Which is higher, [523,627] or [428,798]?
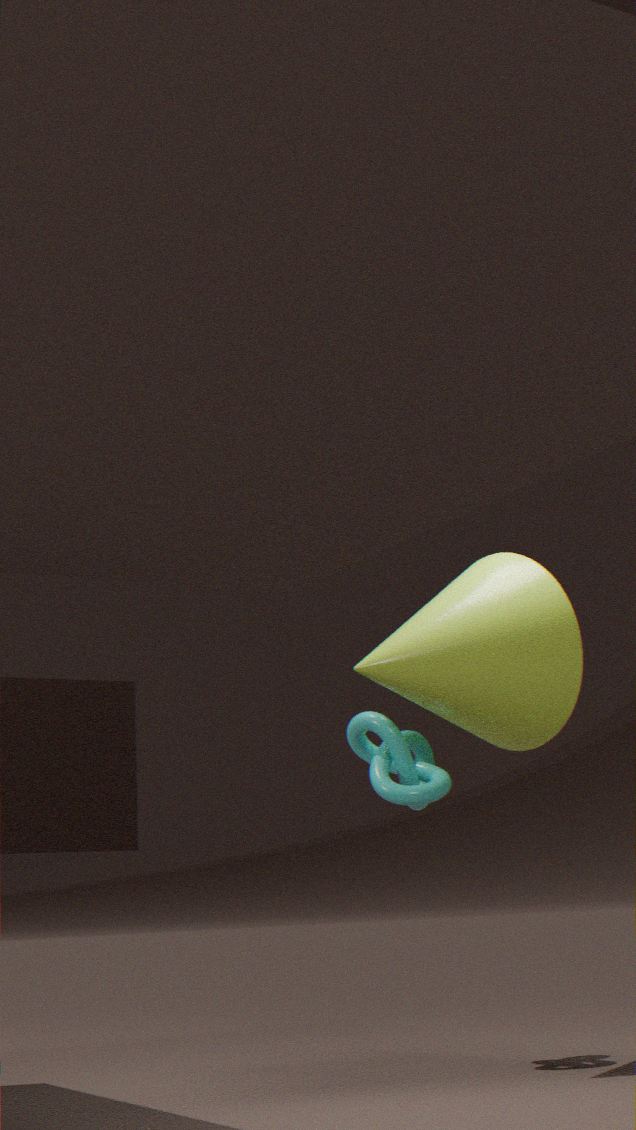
[523,627]
